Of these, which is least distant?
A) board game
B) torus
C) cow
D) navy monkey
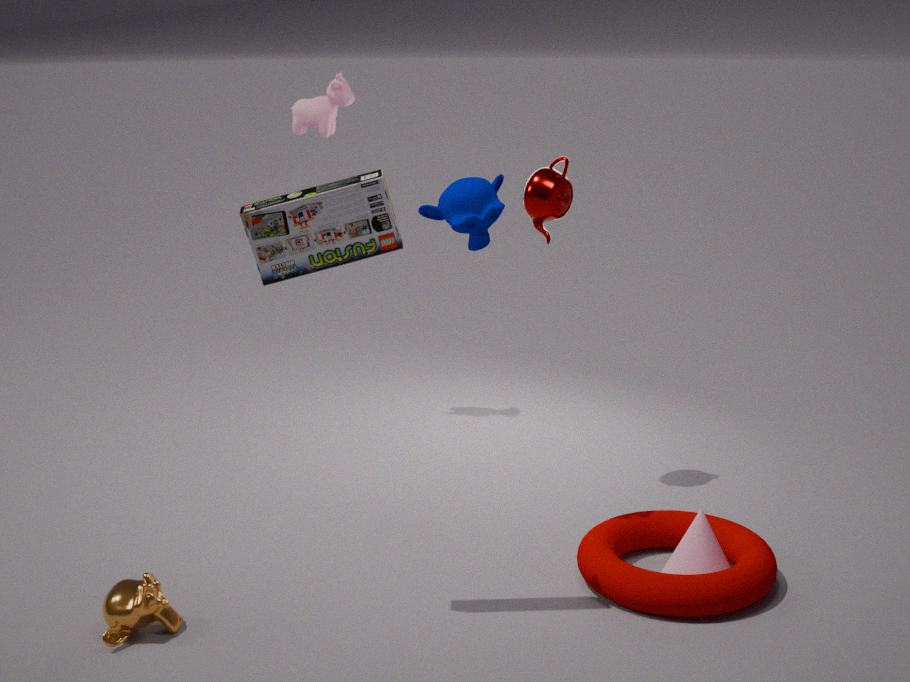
A. board game
